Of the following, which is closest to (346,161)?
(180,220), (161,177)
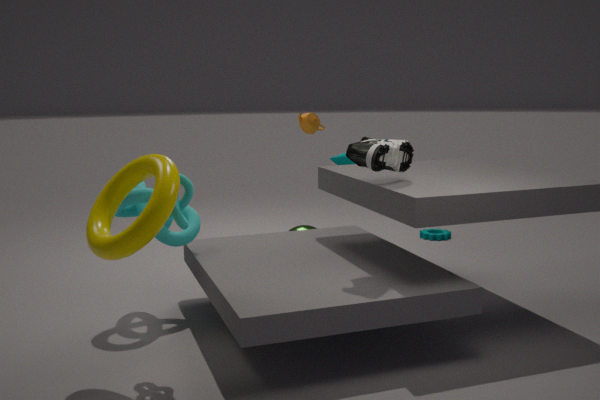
(180,220)
